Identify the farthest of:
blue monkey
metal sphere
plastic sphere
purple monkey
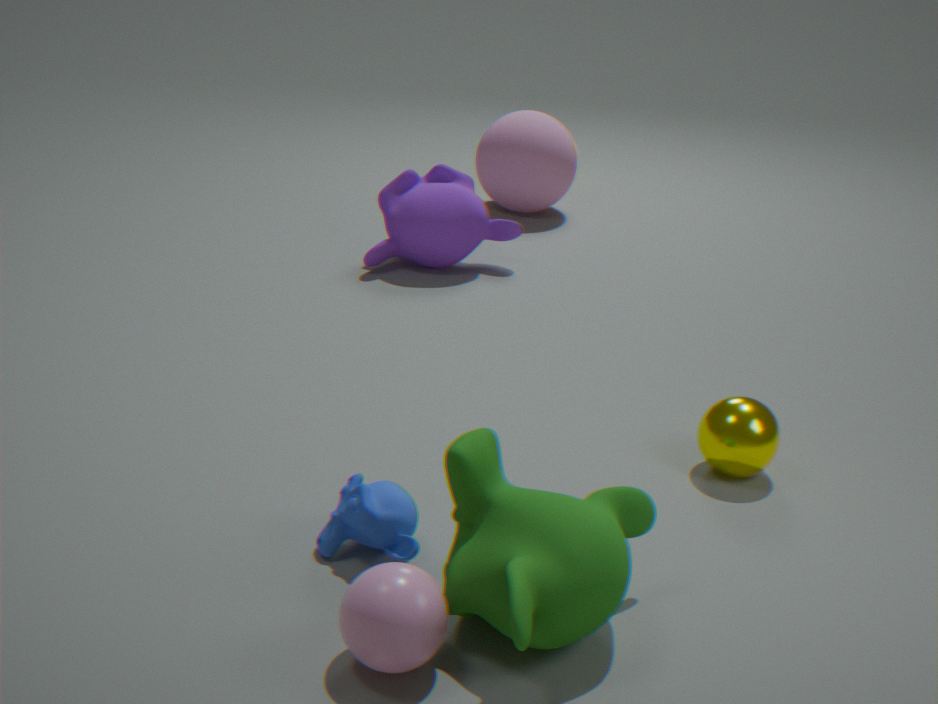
purple monkey
